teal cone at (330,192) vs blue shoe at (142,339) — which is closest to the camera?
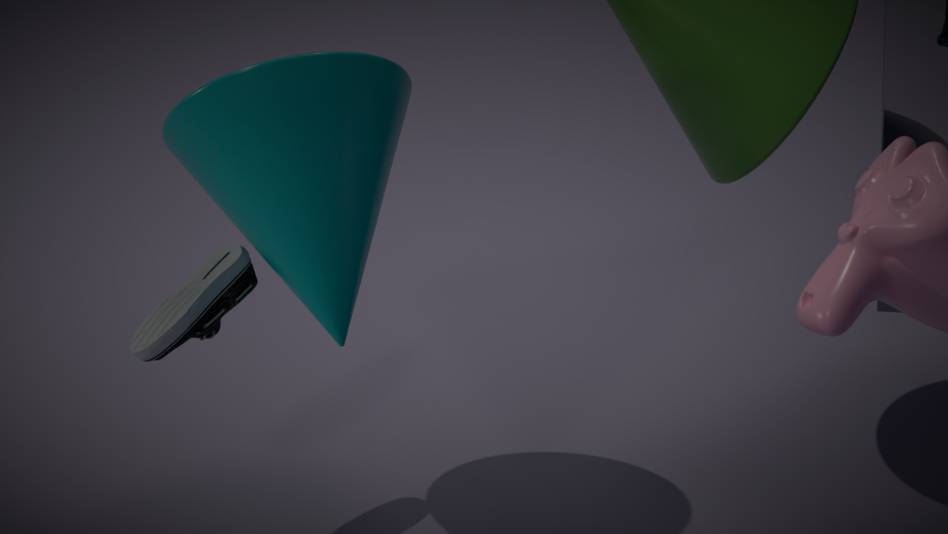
teal cone at (330,192)
